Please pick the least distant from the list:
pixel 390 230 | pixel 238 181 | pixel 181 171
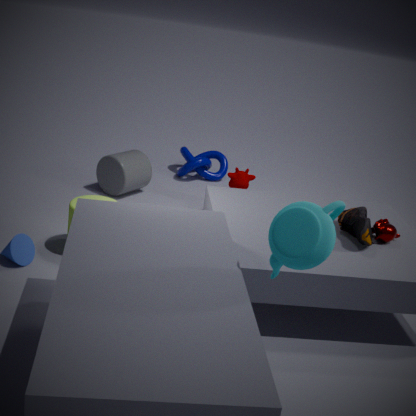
pixel 390 230
